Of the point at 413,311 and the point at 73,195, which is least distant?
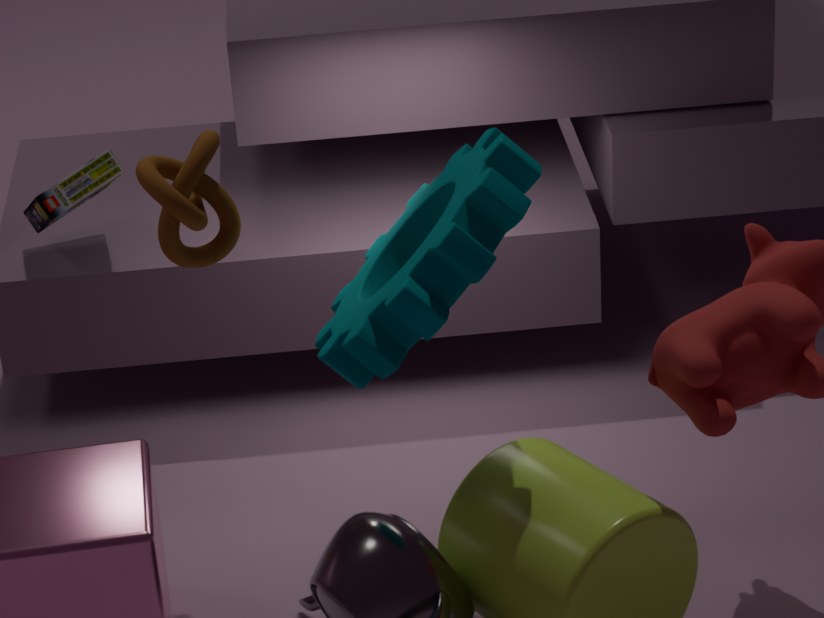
the point at 413,311
